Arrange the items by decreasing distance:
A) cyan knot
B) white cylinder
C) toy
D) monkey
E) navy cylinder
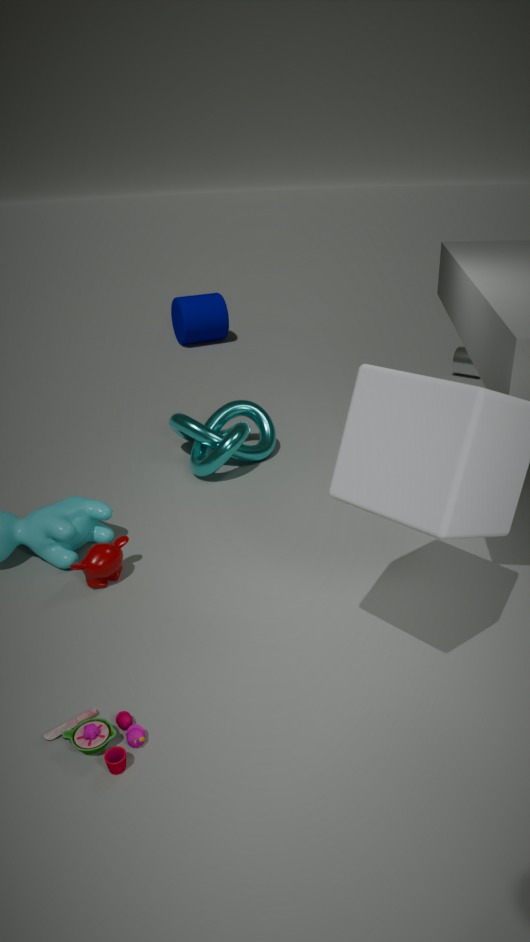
navy cylinder < white cylinder < cyan knot < monkey < toy
